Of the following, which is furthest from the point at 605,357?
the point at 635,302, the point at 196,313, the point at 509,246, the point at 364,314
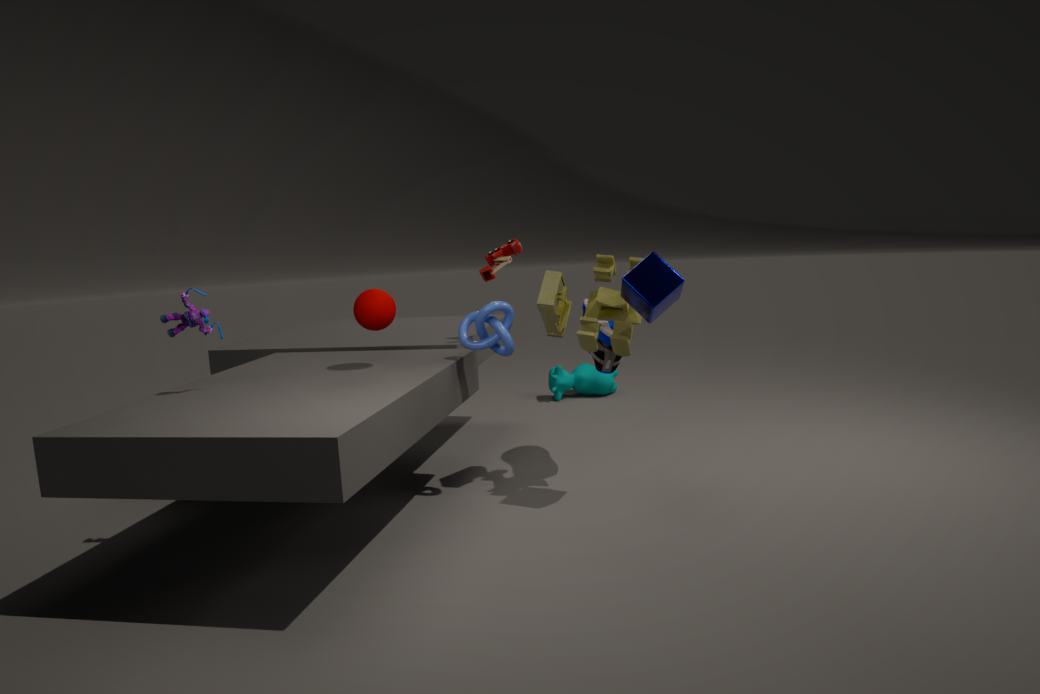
the point at 196,313
